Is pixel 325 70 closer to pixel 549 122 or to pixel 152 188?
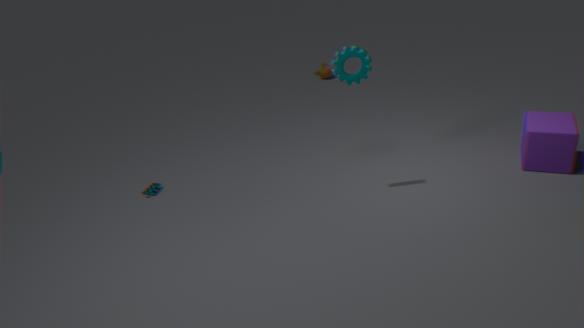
pixel 152 188
